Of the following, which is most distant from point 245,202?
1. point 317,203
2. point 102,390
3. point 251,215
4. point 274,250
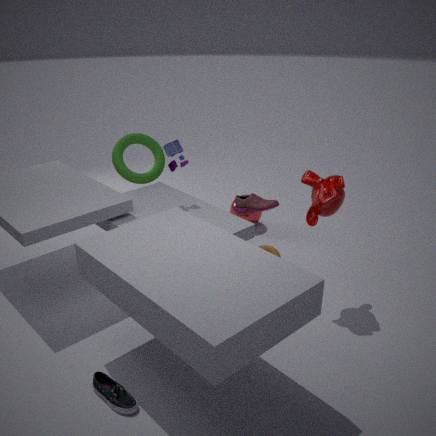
point 102,390
